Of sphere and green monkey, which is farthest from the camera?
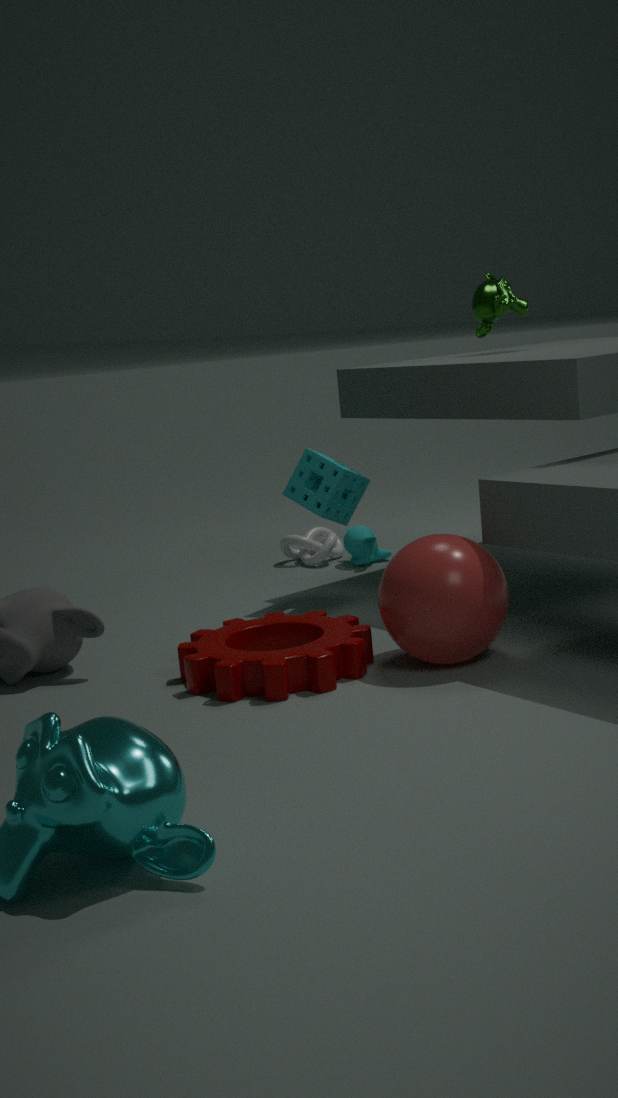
green monkey
